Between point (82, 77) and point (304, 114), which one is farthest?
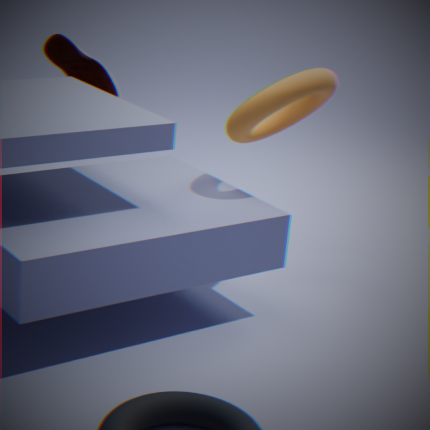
point (82, 77)
